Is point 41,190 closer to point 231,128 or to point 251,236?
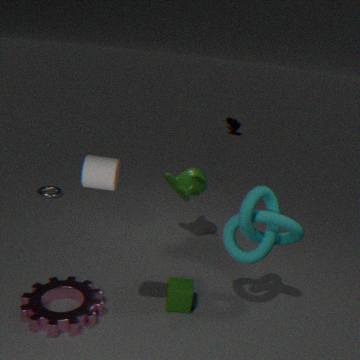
point 251,236
